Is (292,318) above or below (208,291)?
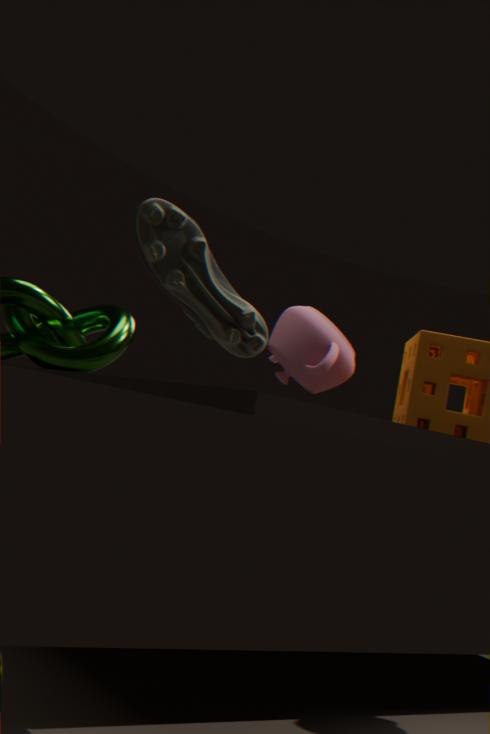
below
